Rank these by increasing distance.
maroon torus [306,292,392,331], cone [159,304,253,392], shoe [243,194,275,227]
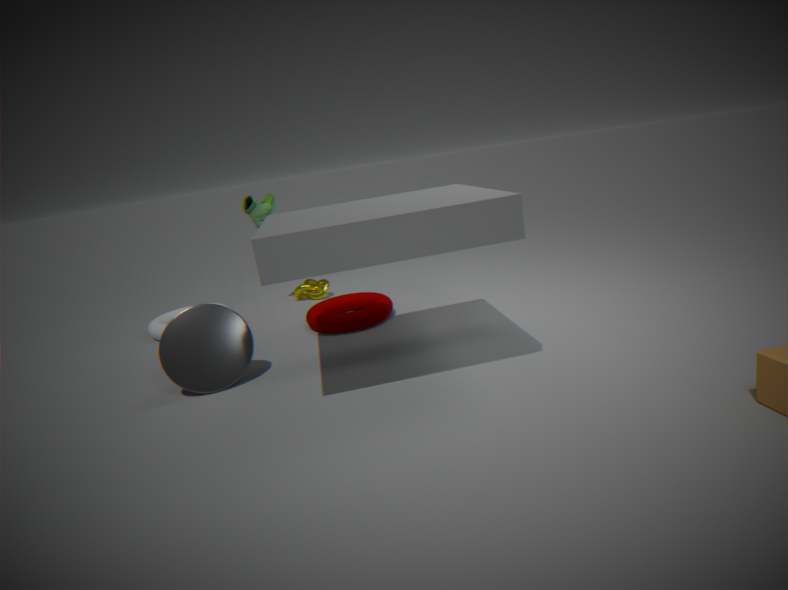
cone [159,304,253,392] → maroon torus [306,292,392,331] → shoe [243,194,275,227]
